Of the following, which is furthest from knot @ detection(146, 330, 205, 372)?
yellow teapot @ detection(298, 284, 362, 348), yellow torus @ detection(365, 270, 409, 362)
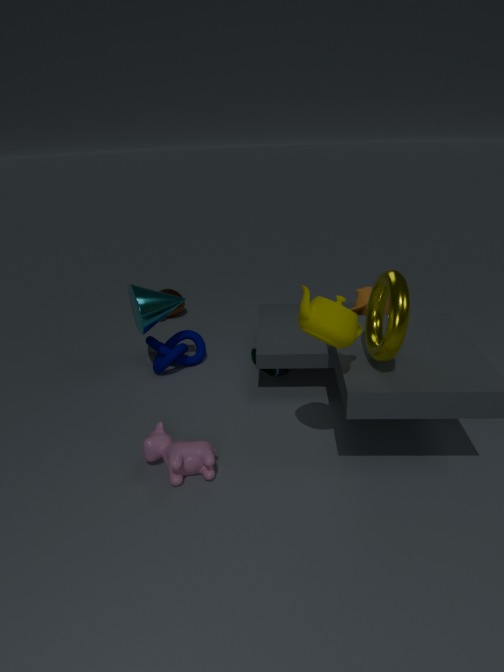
yellow torus @ detection(365, 270, 409, 362)
